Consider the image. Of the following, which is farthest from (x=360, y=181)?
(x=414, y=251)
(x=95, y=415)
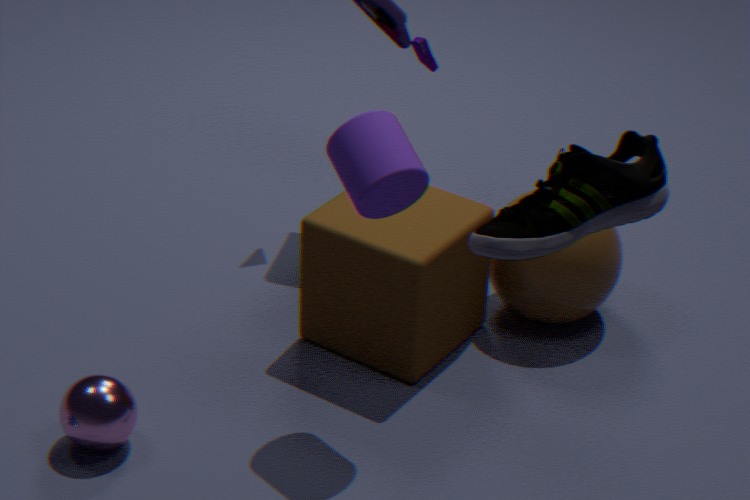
(x=95, y=415)
